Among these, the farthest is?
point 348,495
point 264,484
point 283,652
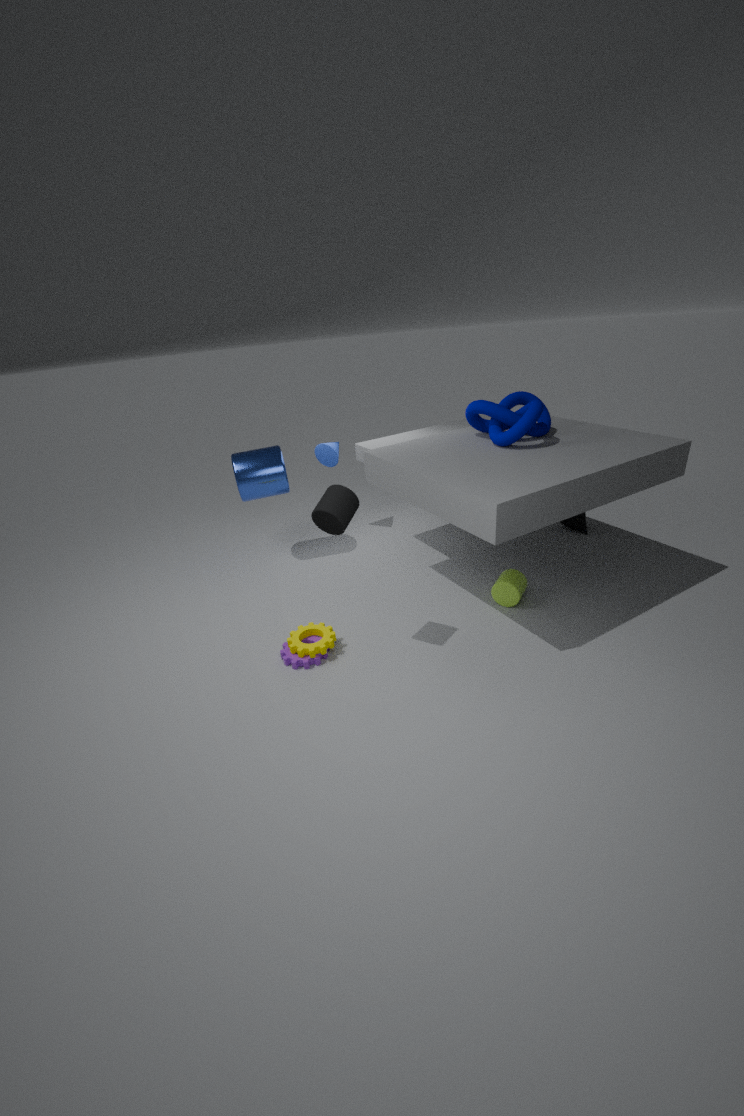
point 264,484
